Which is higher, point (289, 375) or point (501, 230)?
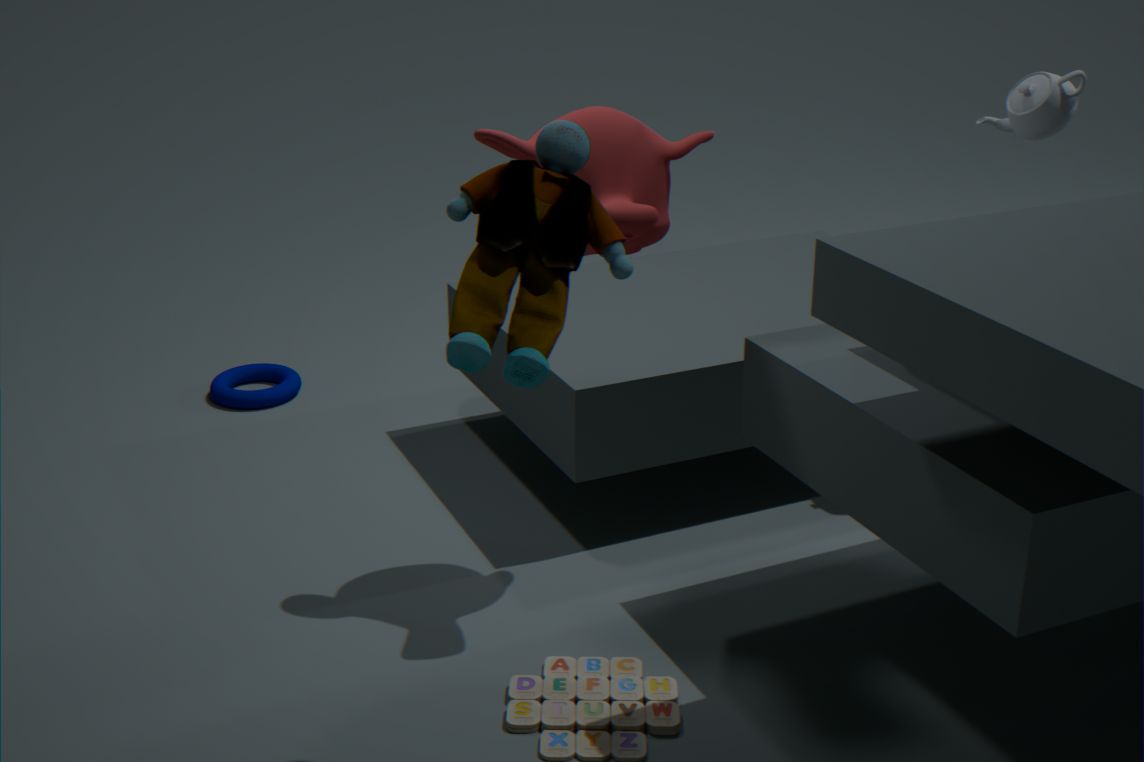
point (501, 230)
